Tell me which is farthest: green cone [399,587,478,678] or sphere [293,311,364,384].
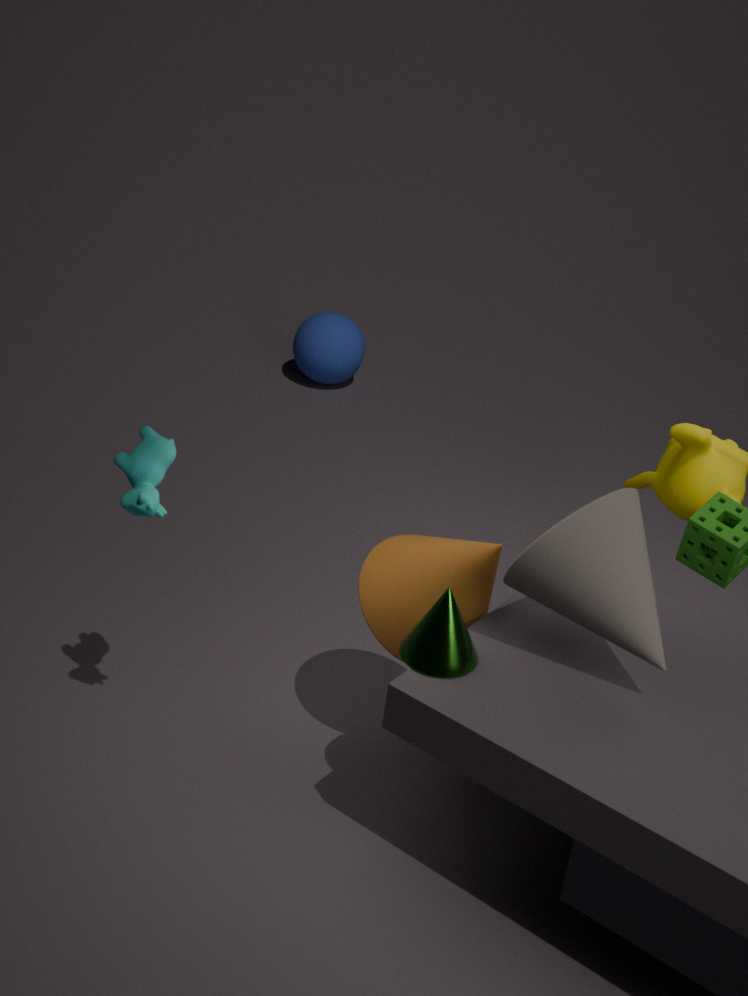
sphere [293,311,364,384]
